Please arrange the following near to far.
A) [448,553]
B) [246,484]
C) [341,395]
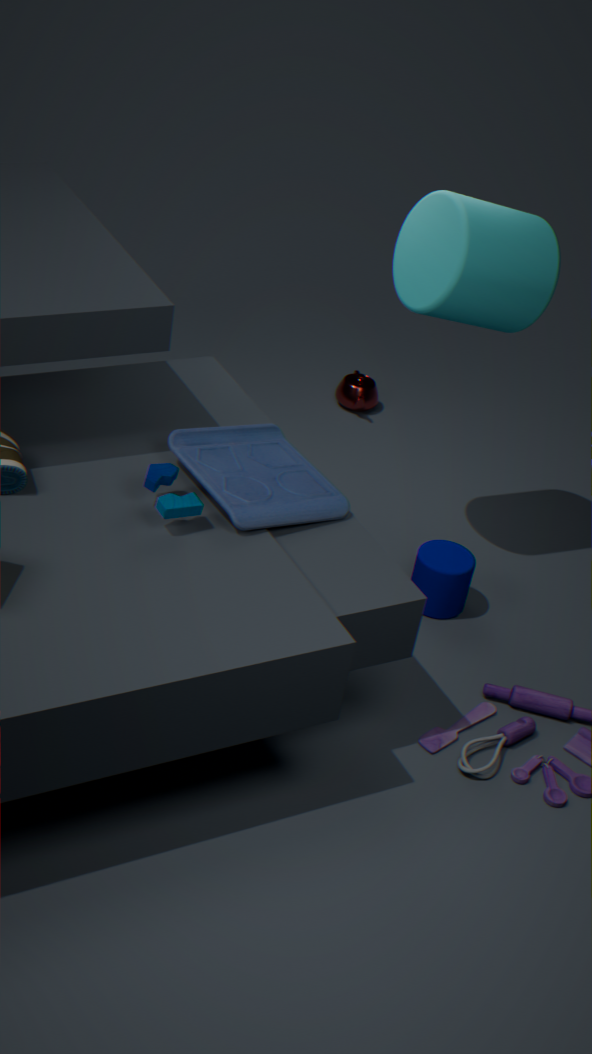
[246,484]
[448,553]
[341,395]
